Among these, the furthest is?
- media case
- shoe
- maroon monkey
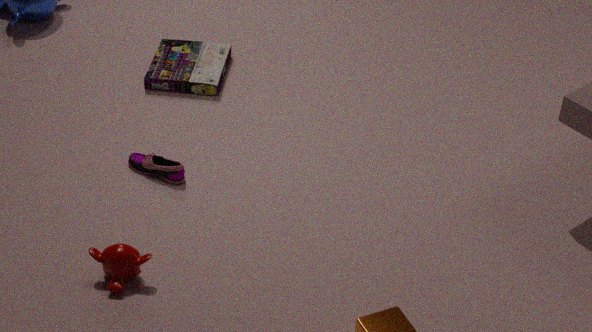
media case
